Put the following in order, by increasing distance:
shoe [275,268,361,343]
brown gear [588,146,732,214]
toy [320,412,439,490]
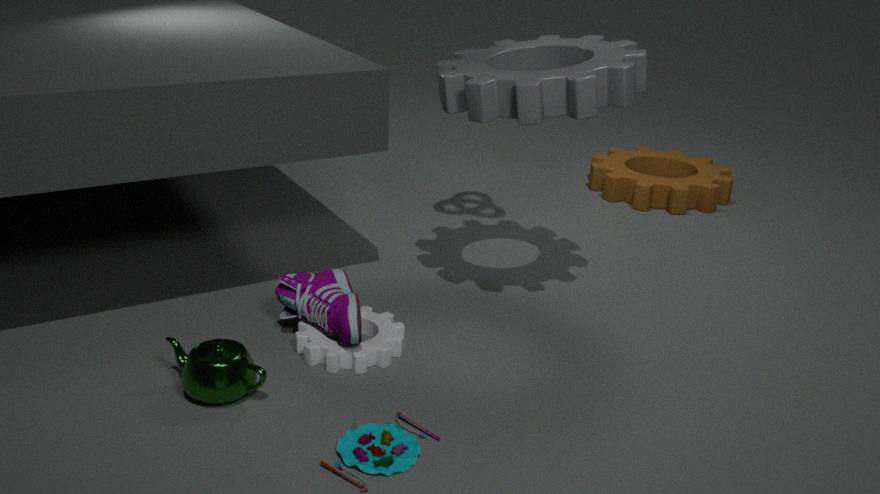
toy [320,412,439,490]
shoe [275,268,361,343]
brown gear [588,146,732,214]
